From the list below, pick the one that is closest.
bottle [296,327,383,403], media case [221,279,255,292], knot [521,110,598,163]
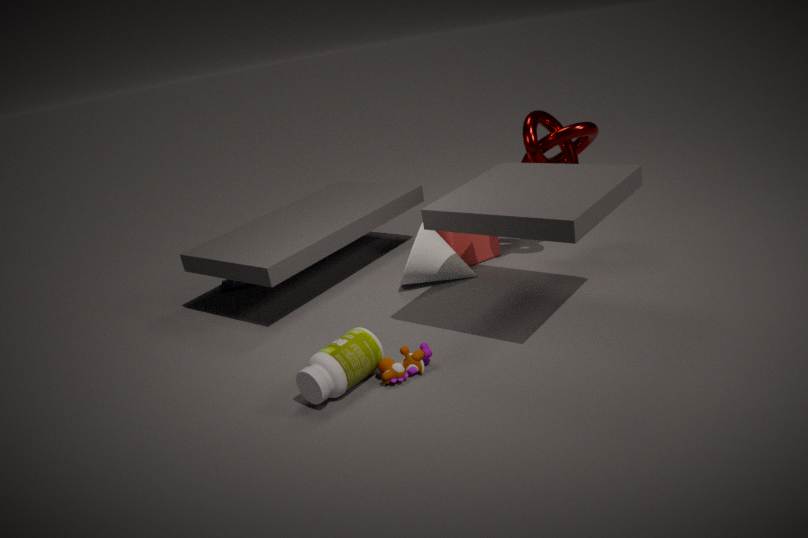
bottle [296,327,383,403]
